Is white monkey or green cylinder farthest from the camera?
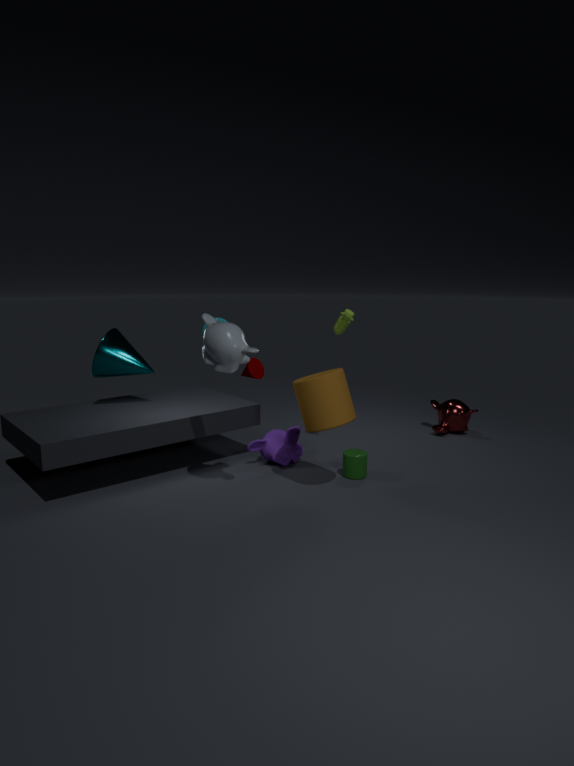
green cylinder
